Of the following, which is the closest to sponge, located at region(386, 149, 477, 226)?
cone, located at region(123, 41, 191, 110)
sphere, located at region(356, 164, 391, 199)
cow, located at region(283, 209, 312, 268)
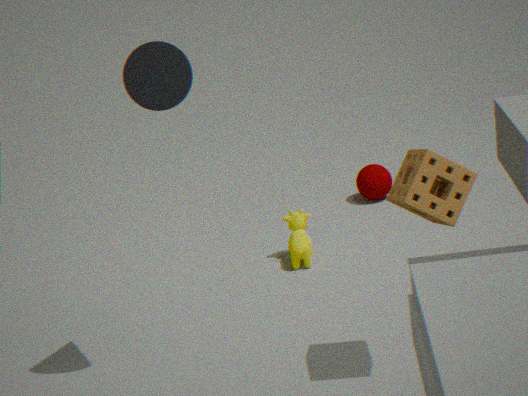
cone, located at region(123, 41, 191, 110)
